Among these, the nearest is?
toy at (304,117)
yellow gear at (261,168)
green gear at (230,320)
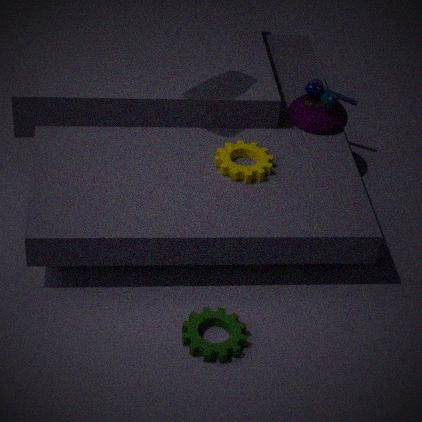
green gear at (230,320)
